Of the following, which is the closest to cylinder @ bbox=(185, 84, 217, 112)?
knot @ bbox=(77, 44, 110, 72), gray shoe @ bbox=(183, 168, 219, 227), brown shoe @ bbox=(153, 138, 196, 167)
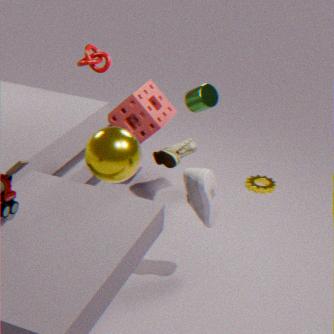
brown shoe @ bbox=(153, 138, 196, 167)
